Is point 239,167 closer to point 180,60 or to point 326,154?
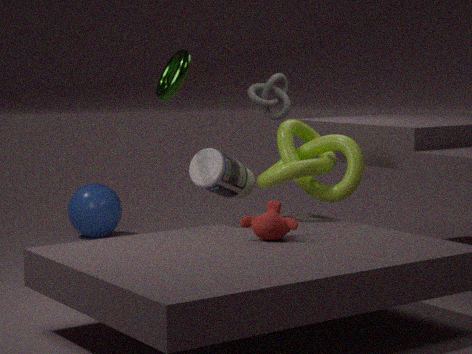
point 326,154
